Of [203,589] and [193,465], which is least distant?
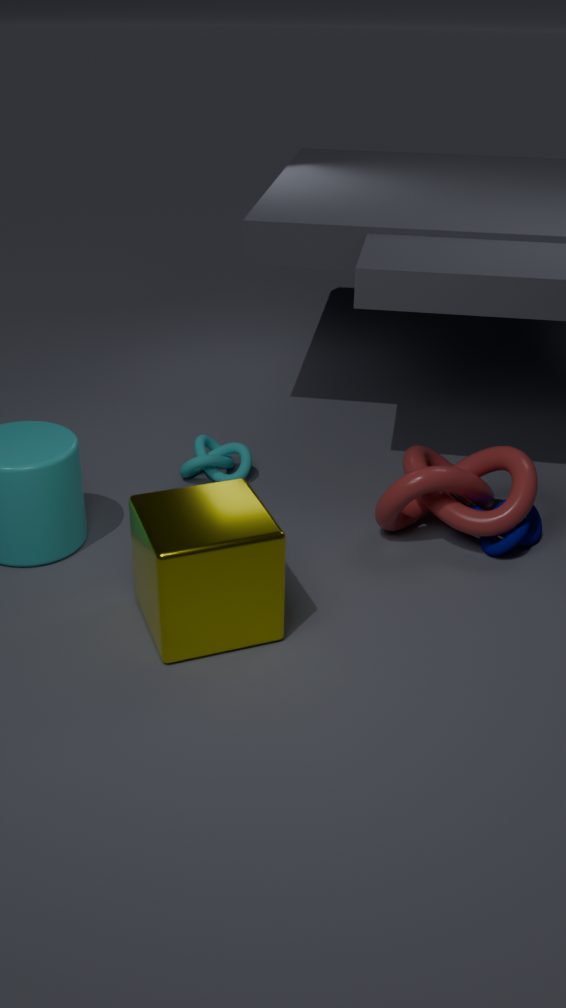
[203,589]
